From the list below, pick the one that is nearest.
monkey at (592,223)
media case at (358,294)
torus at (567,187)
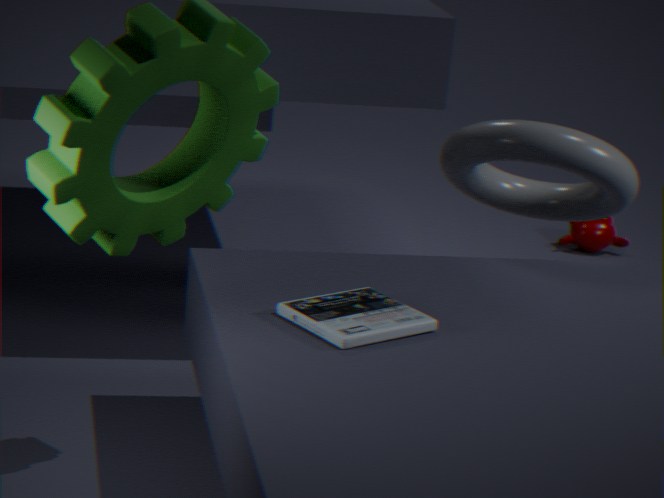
media case at (358,294)
